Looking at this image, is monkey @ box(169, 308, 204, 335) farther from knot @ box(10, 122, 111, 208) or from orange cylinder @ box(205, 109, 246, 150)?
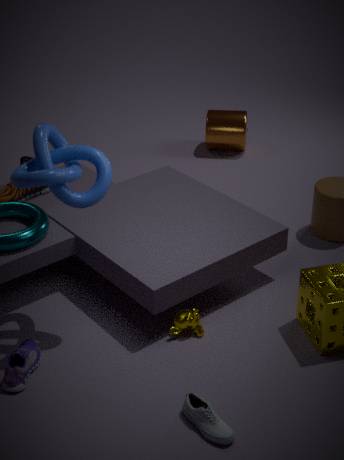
orange cylinder @ box(205, 109, 246, 150)
